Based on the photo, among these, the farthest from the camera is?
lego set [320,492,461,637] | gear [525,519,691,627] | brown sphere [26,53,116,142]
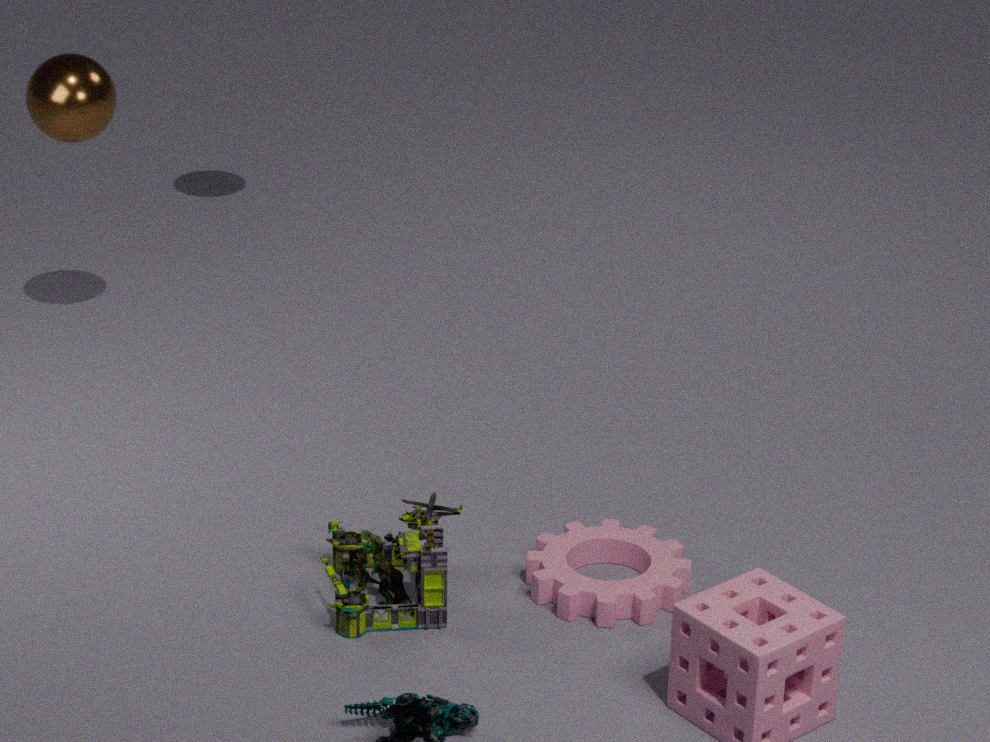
brown sphere [26,53,116,142]
